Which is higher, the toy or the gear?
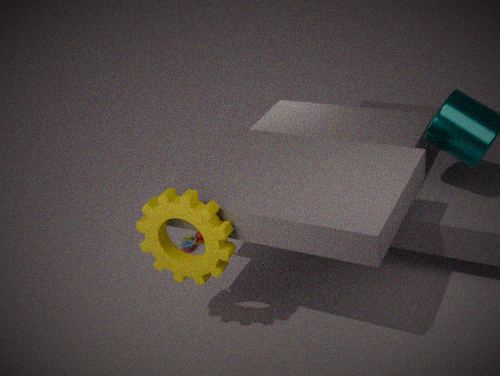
the gear
